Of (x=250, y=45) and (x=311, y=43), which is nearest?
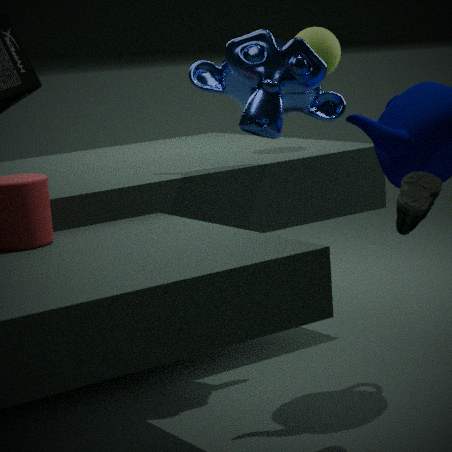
(x=250, y=45)
